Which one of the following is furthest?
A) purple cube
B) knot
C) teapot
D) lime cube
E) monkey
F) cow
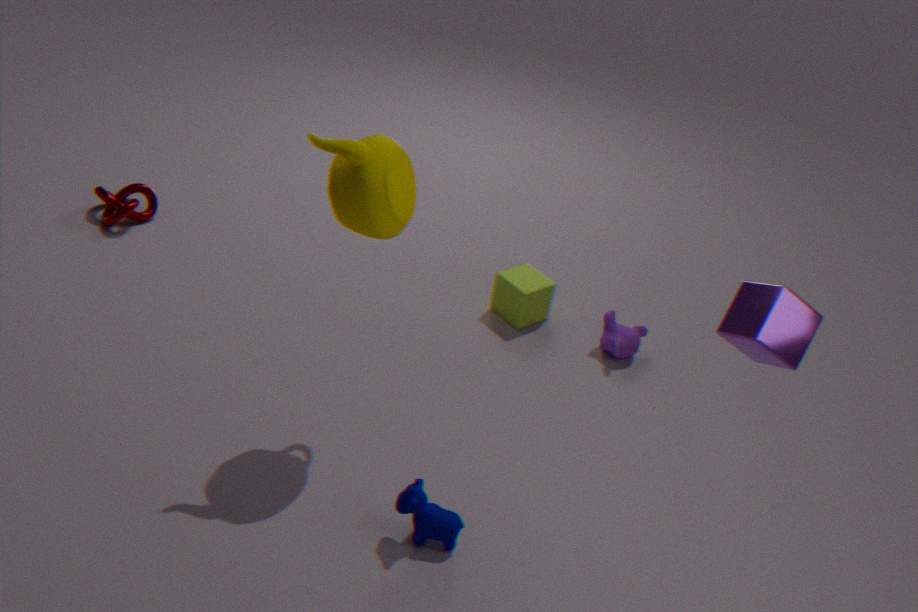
knot
